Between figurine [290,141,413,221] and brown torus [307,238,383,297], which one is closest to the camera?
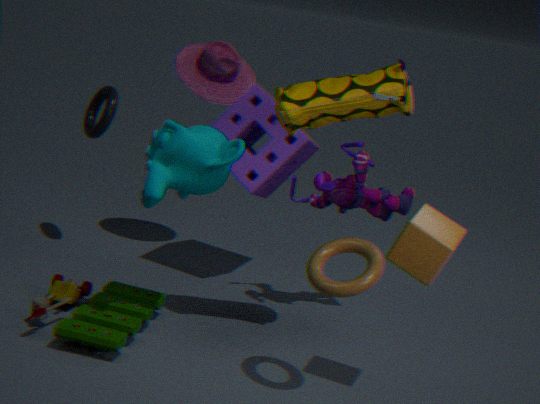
brown torus [307,238,383,297]
